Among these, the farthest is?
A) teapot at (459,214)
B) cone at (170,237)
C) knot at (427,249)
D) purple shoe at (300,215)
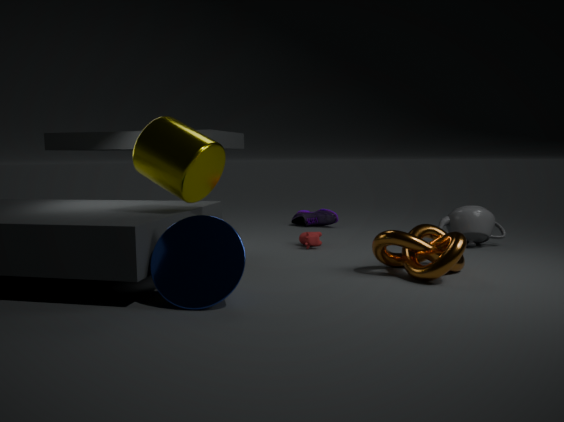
purple shoe at (300,215)
